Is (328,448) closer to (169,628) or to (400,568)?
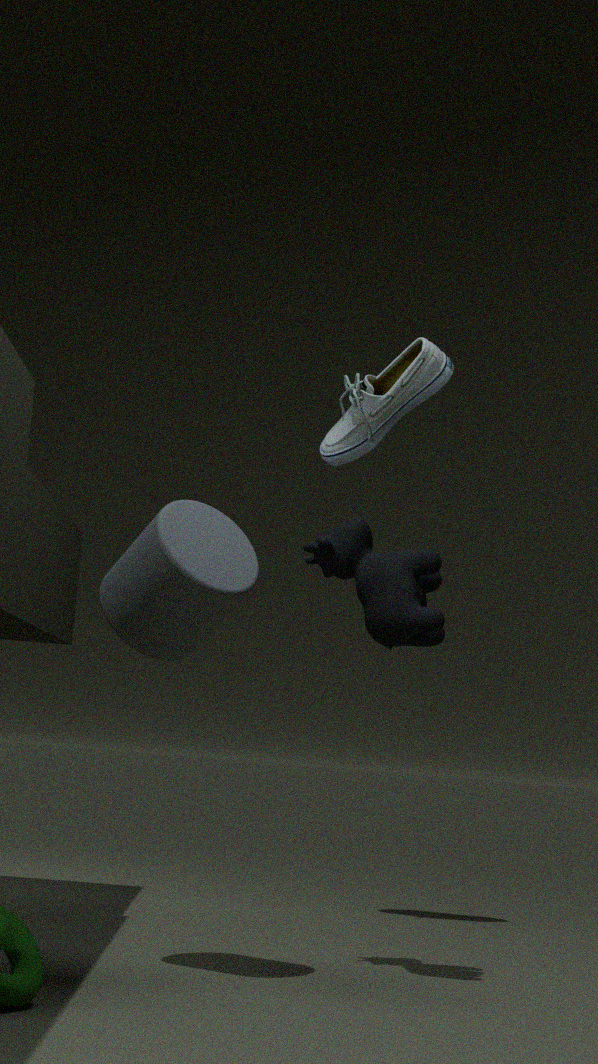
(400,568)
